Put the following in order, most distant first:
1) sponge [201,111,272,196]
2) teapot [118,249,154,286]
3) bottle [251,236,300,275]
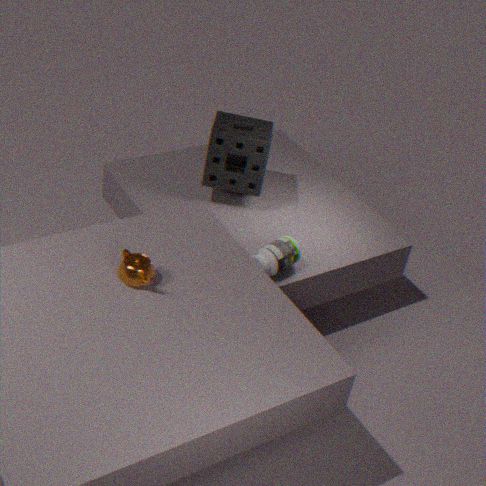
1. sponge [201,111,272,196] → 3. bottle [251,236,300,275] → 2. teapot [118,249,154,286]
